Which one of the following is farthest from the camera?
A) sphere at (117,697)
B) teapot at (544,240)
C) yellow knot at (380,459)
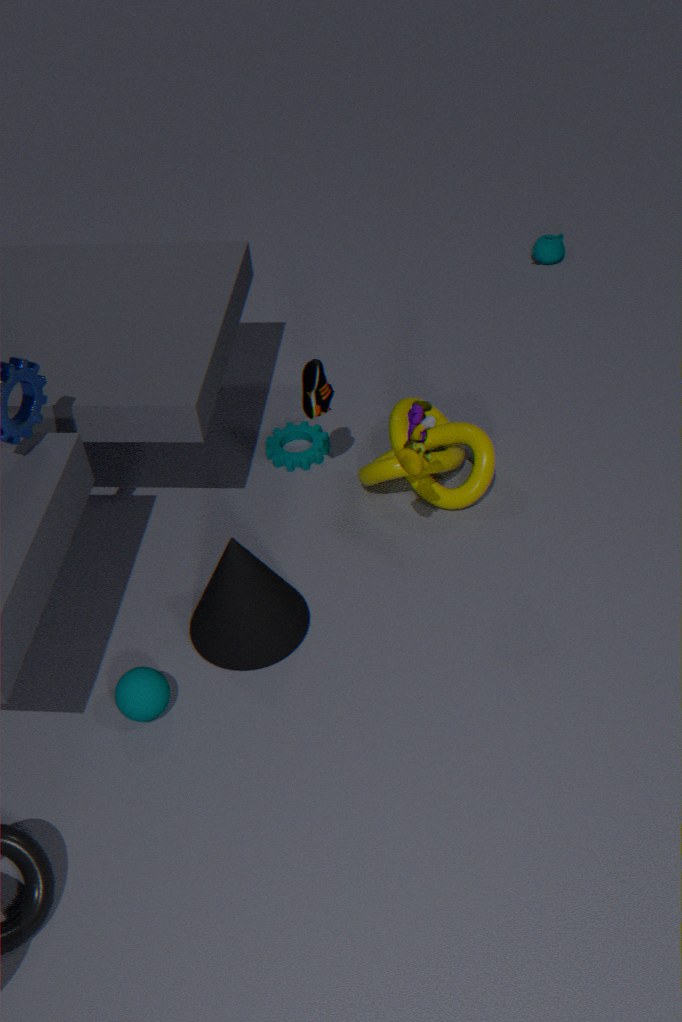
teapot at (544,240)
